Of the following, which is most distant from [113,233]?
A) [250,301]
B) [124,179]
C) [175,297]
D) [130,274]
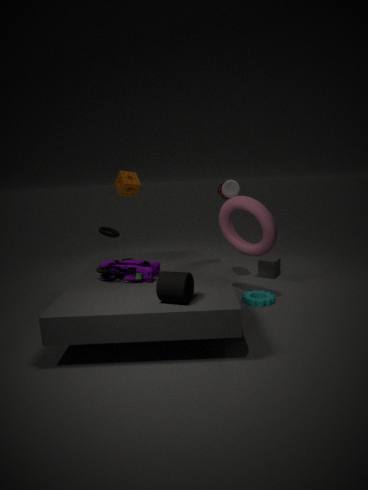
[175,297]
